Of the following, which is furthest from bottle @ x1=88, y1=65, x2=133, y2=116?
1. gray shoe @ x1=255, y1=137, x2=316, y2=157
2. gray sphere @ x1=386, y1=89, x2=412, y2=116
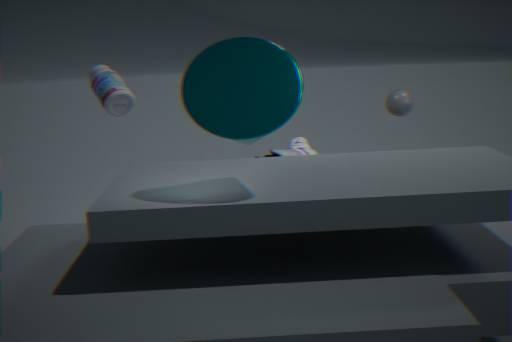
gray sphere @ x1=386, y1=89, x2=412, y2=116
